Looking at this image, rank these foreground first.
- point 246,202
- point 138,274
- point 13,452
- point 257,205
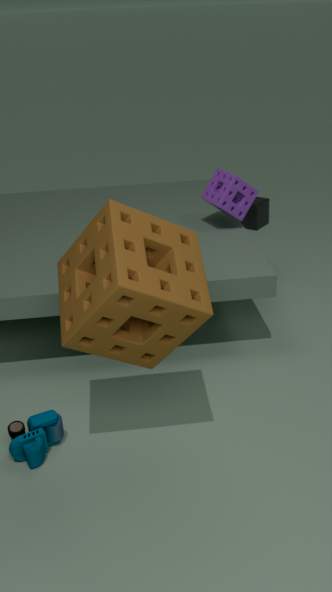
point 138,274 < point 13,452 < point 246,202 < point 257,205
